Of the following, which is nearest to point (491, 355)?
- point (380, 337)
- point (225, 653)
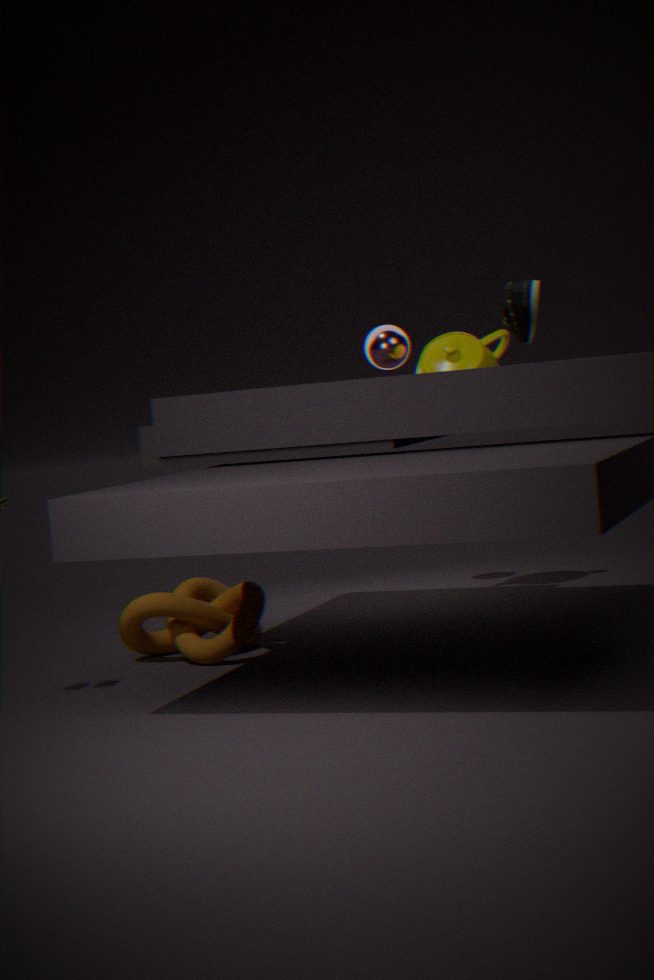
point (380, 337)
